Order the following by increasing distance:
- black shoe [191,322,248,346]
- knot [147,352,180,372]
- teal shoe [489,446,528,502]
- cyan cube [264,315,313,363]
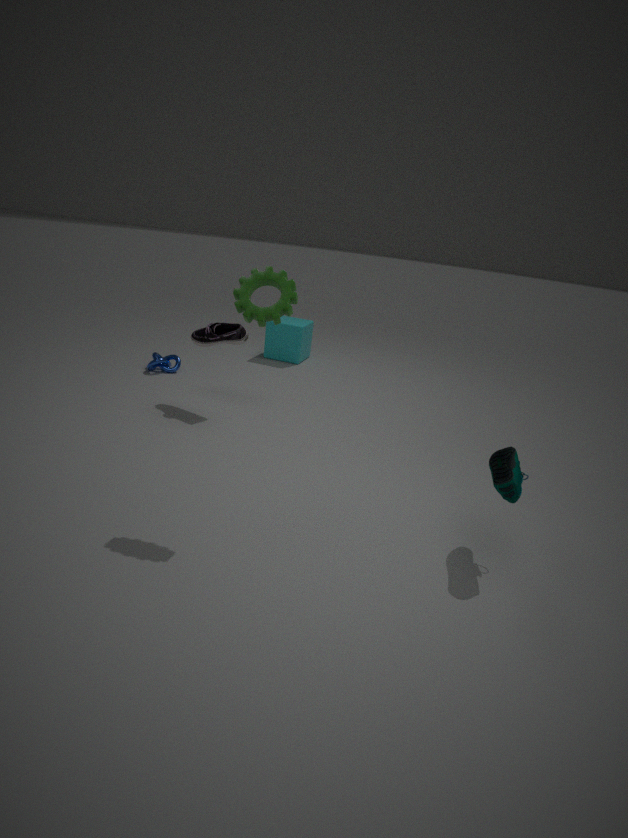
teal shoe [489,446,528,502] < black shoe [191,322,248,346] < knot [147,352,180,372] < cyan cube [264,315,313,363]
